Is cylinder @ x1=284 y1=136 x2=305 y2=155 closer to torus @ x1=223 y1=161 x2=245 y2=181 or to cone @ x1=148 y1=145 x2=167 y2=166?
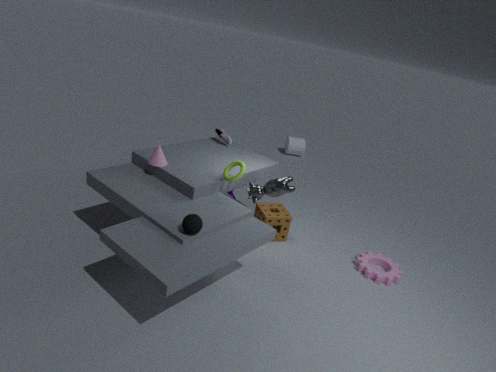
torus @ x1=223 y1=161 x2=245 y2=181
